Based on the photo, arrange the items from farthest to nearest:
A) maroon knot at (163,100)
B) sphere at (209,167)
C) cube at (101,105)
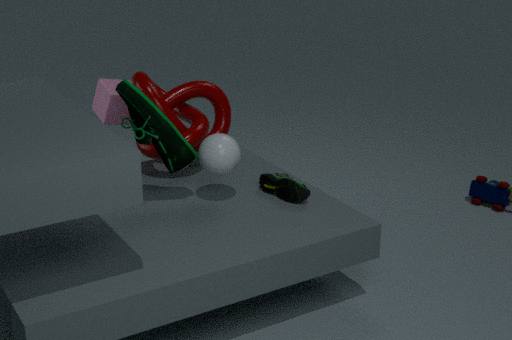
cube at (101,105), maroon knot at (163,100), sphere at (209,167)
